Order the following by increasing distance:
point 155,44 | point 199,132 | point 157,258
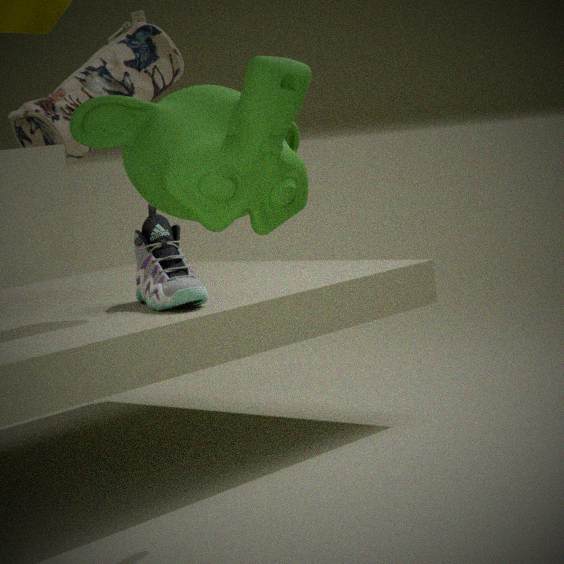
1. point 199,132
2. point 155,44
3. point 157,258
